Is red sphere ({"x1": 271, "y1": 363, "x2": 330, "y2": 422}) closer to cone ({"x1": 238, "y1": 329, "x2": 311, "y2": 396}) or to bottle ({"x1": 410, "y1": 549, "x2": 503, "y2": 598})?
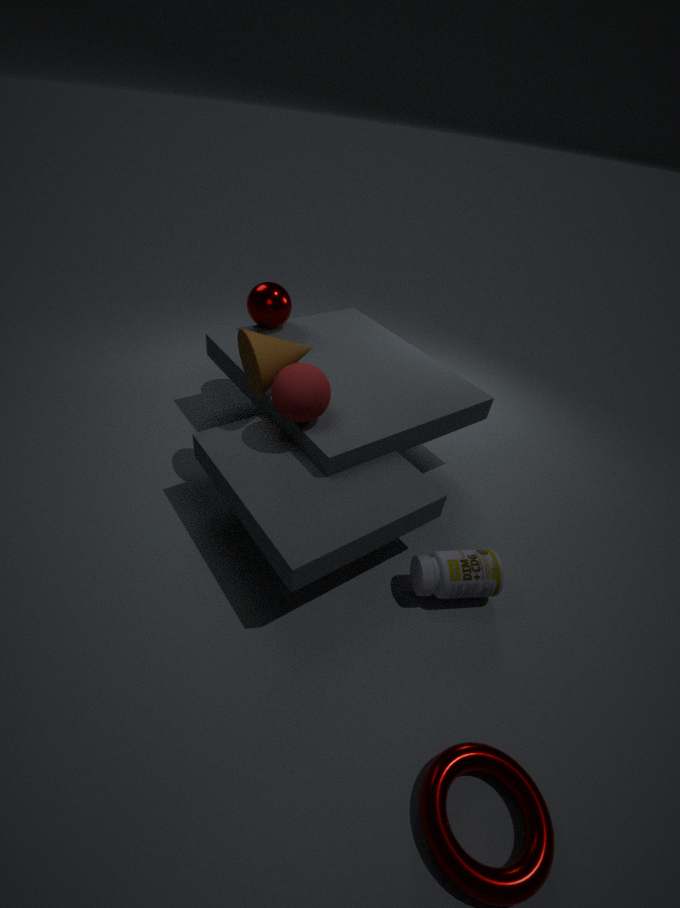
cone ({"x1": 238, "y1": 329, "x2": 311, "y2": 396})
